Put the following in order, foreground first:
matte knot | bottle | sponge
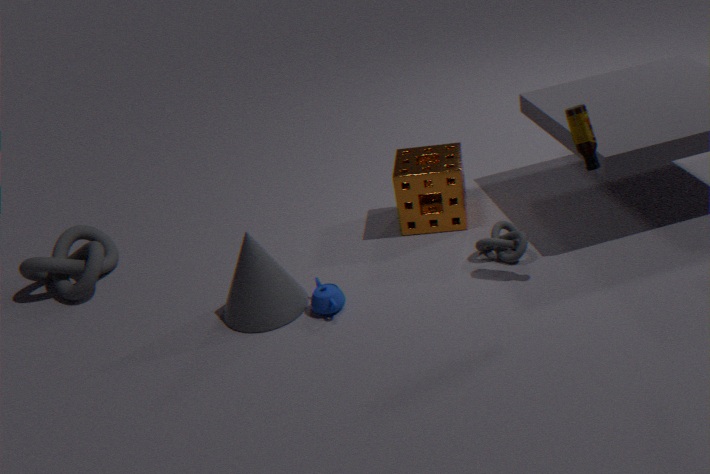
bottle → sponge → matte knot
